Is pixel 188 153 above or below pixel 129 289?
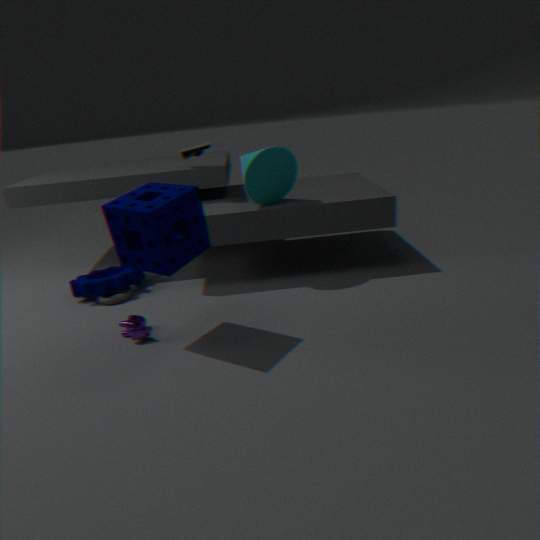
above
